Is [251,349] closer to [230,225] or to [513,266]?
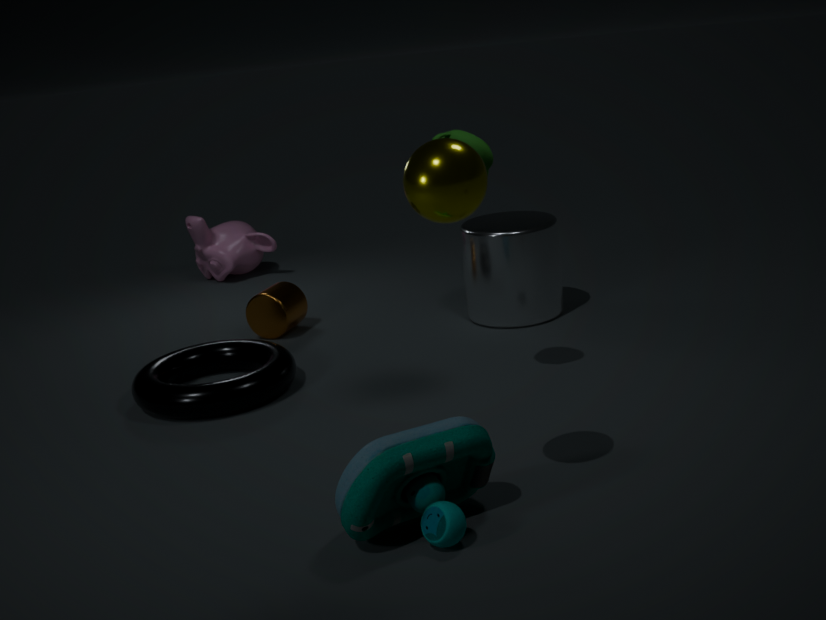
[513,266]
